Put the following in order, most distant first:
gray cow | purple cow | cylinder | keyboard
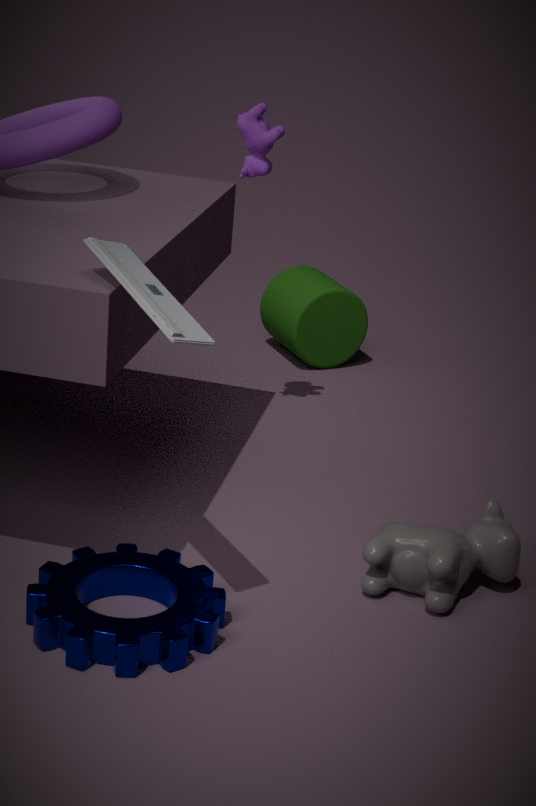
cylinder → purple cow → gray cow → keyboard
